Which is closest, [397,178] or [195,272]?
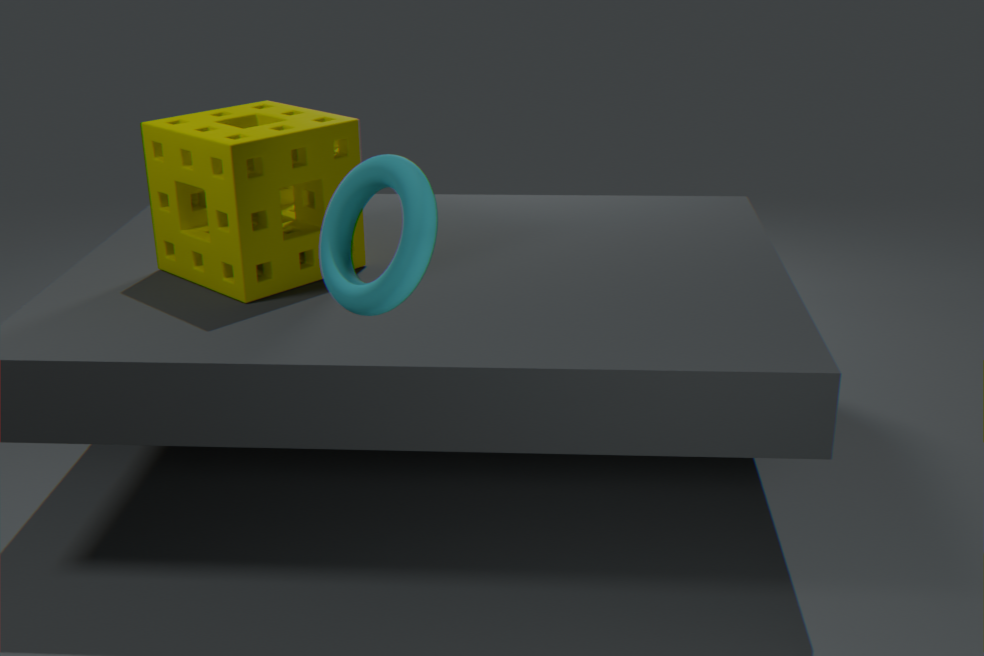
[397,178]
